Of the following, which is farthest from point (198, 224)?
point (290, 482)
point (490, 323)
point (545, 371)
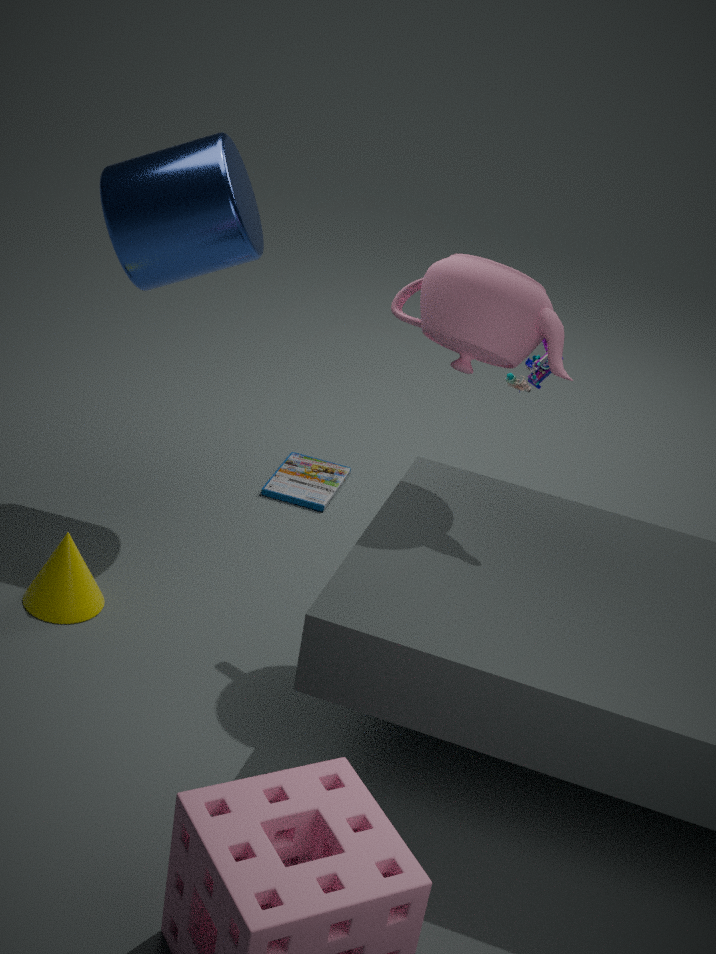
point (545, 371)
